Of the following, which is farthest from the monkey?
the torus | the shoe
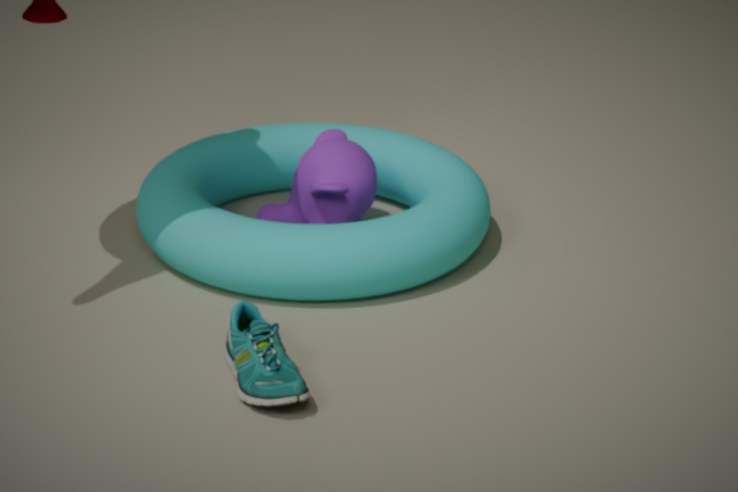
the shoe
